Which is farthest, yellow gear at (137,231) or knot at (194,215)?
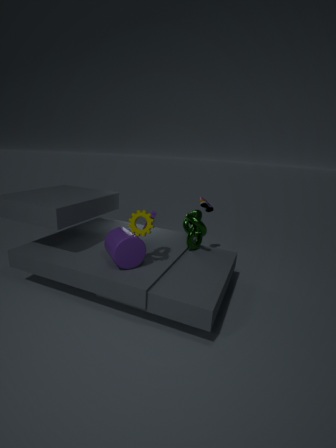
knot at (194,215)
